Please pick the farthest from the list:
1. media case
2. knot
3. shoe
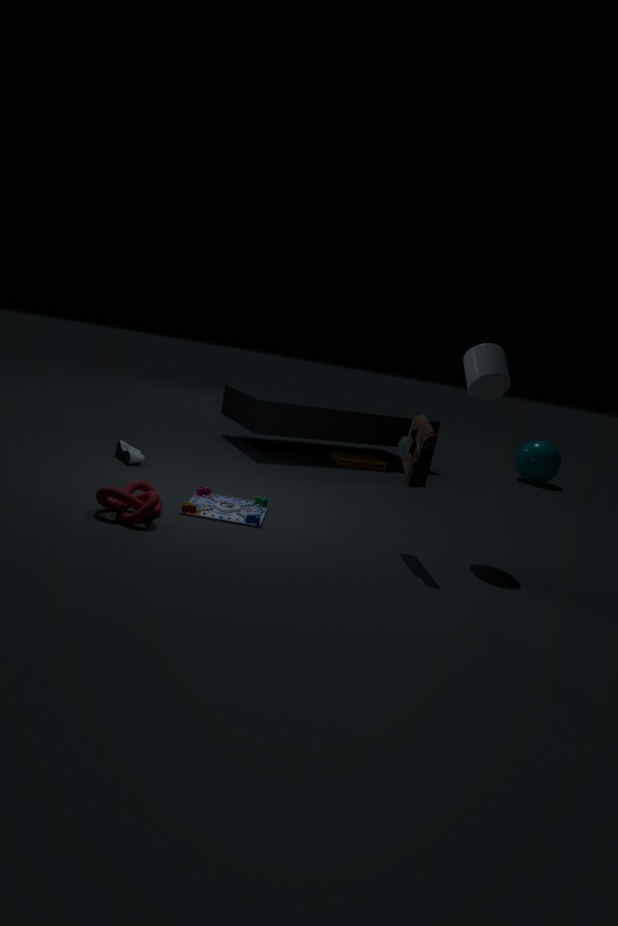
media case
